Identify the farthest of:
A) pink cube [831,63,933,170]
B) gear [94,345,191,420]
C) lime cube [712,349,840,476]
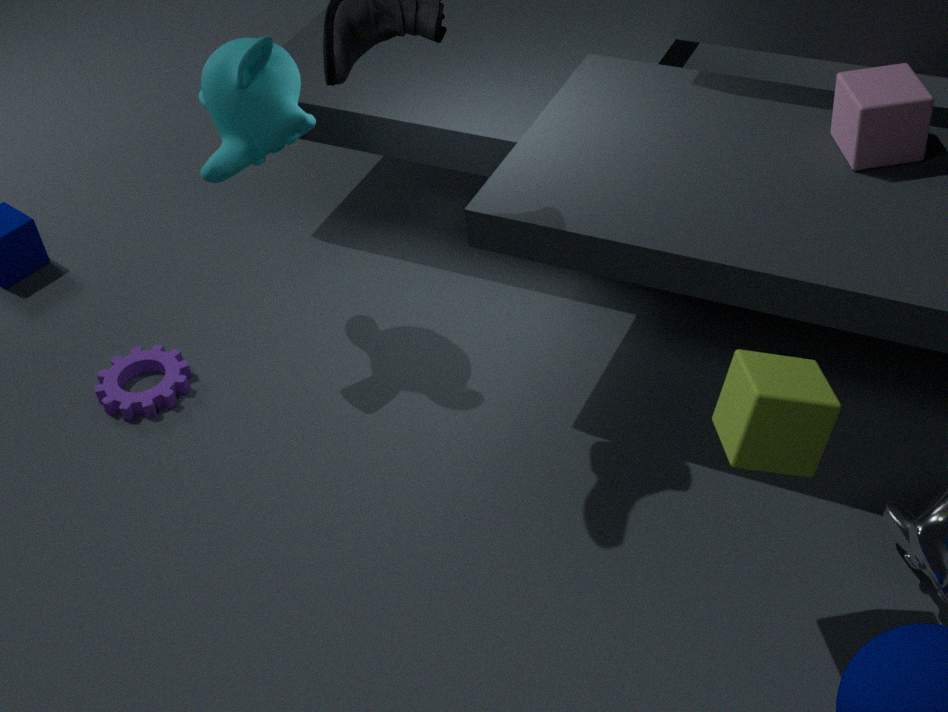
gear [94,345,191,420]
